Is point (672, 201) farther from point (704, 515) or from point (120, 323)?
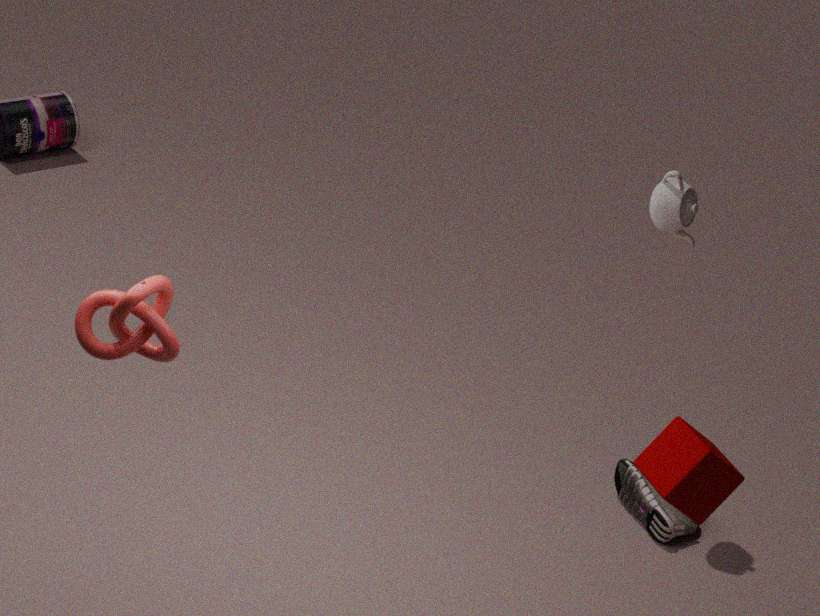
point (120, 323)
